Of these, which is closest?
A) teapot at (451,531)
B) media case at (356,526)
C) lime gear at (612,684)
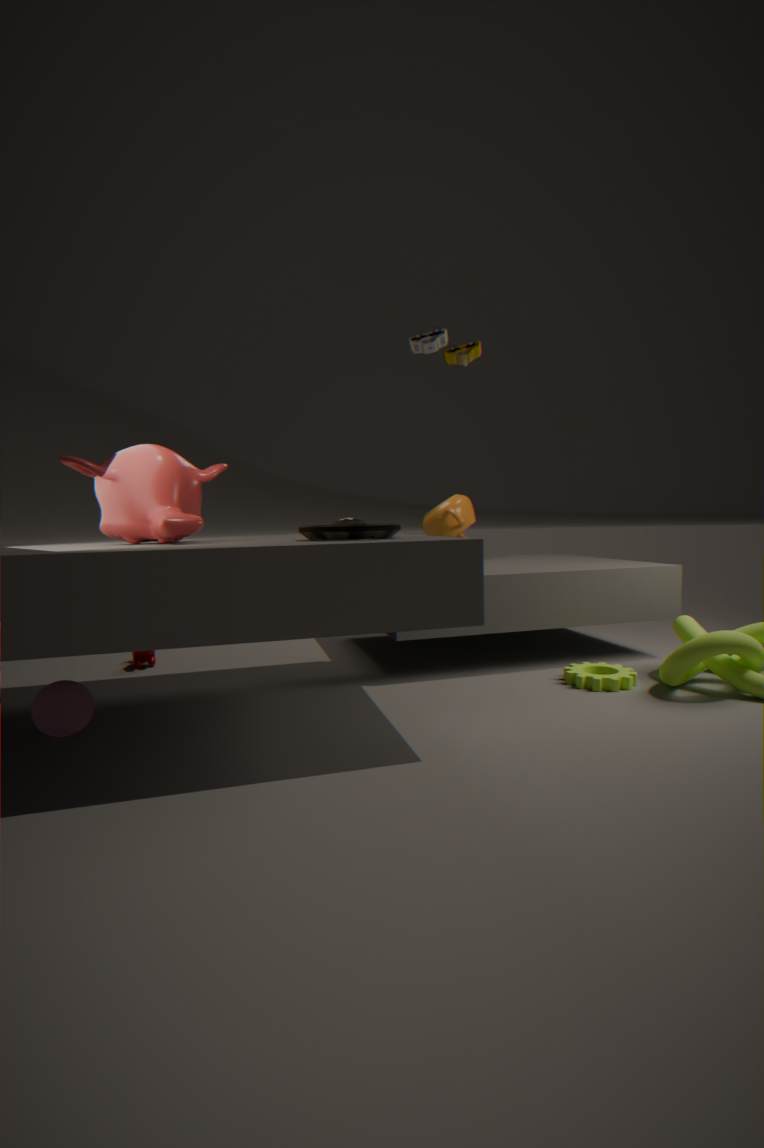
media case at (356,526)
